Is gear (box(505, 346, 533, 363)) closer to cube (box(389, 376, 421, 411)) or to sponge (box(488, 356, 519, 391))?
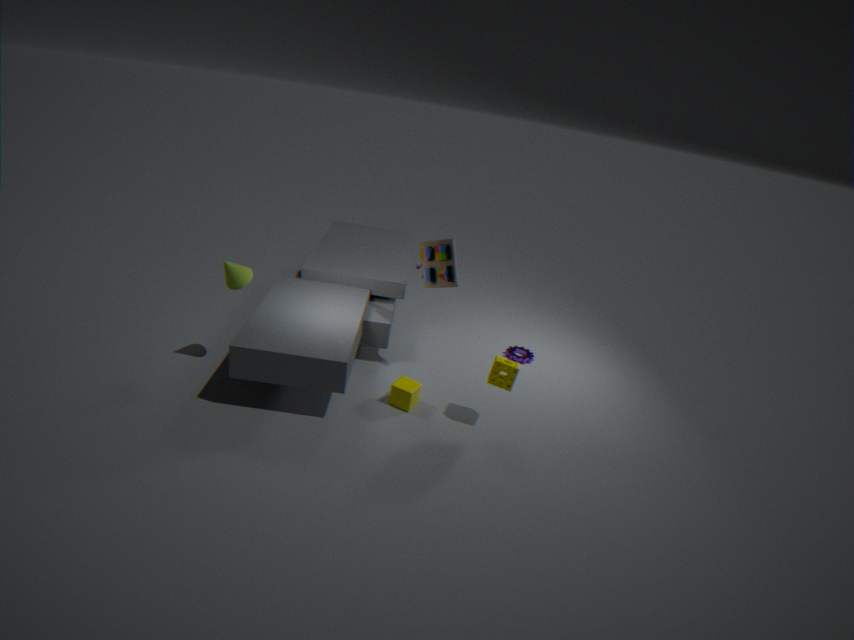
sponge (box(488, 356, 519, 391))
